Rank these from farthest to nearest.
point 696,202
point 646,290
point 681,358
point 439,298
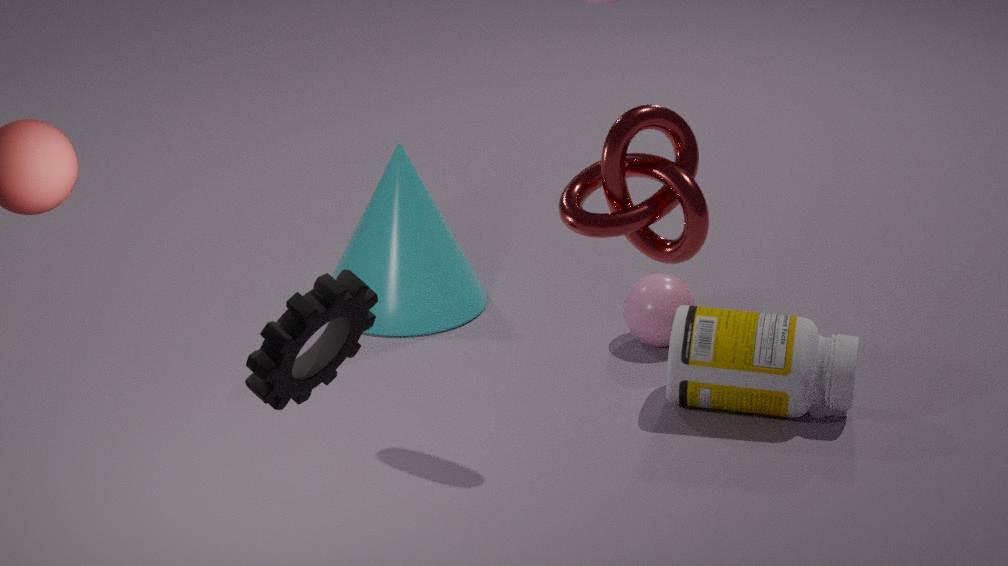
point 439,298
point 646,290
point 681,358
point 696,202
